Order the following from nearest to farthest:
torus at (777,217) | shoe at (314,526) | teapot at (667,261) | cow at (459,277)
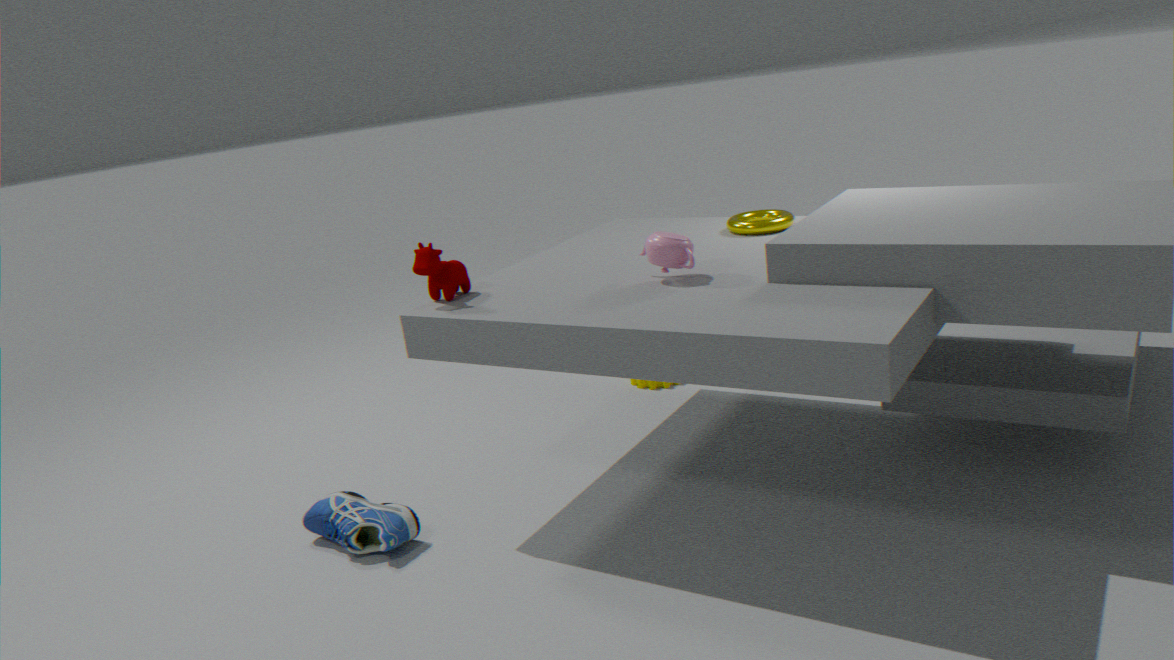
teapot at (667,261) < cow at (459,277) < shoe at (314,526) < torus at (777,217)
